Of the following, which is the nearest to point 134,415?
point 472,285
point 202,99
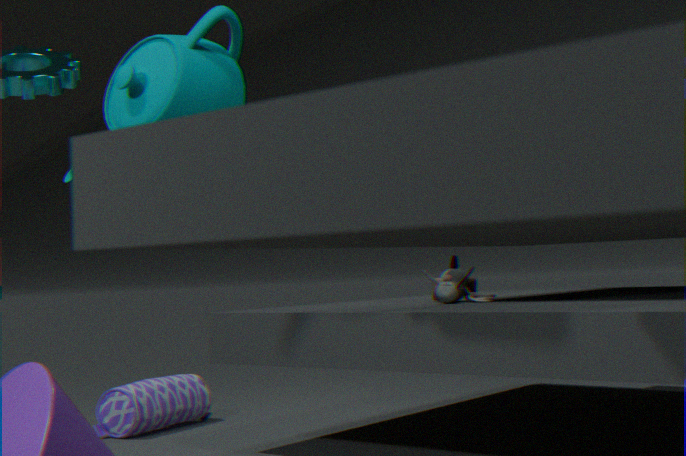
point 472,285
